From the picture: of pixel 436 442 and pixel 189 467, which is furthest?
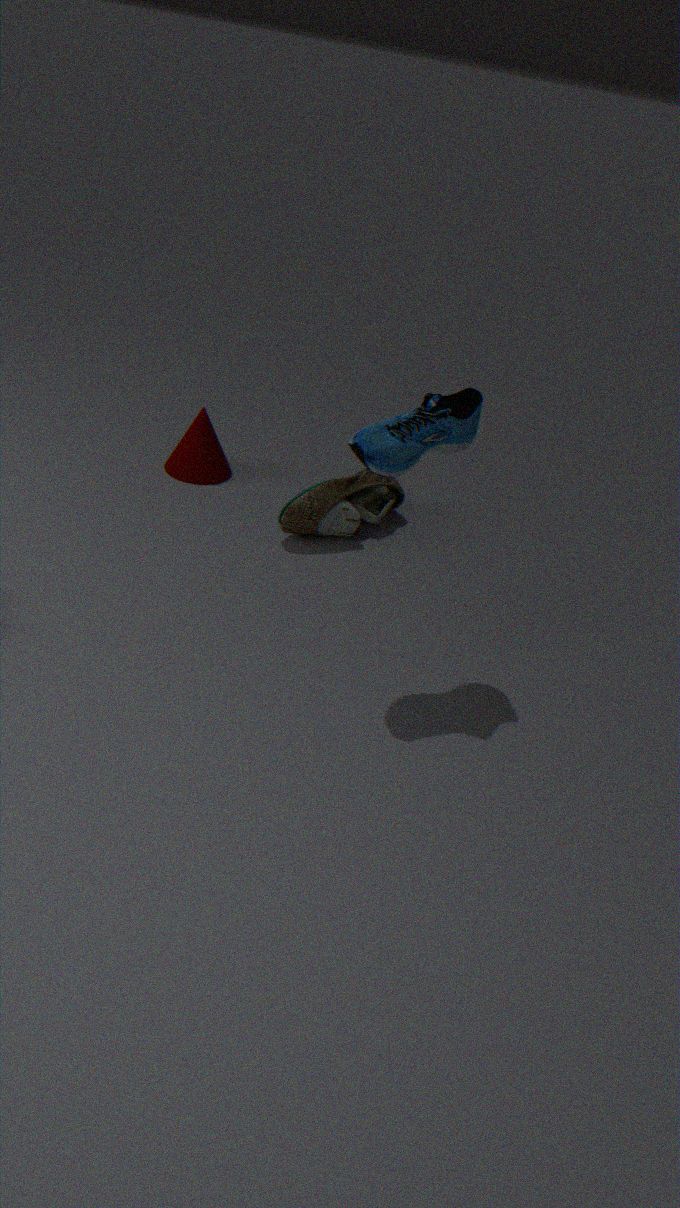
pixel 189 467
